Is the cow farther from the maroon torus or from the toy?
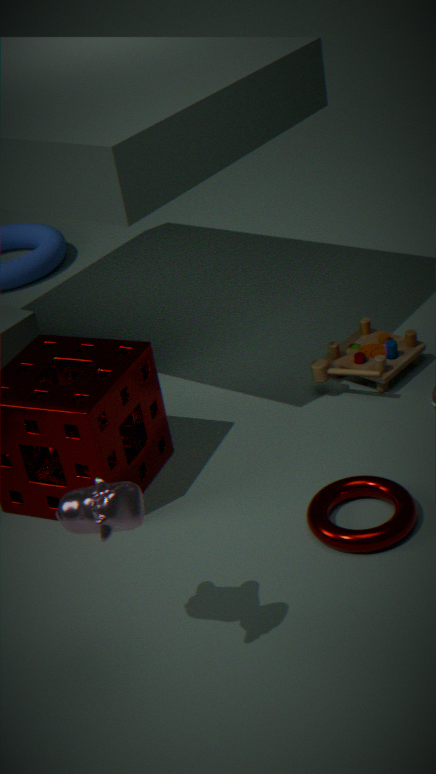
the toy
